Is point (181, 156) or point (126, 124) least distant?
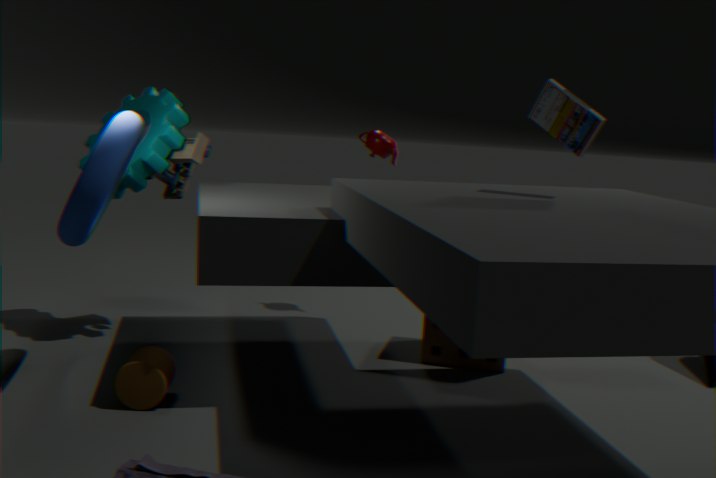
point (126, 124)
